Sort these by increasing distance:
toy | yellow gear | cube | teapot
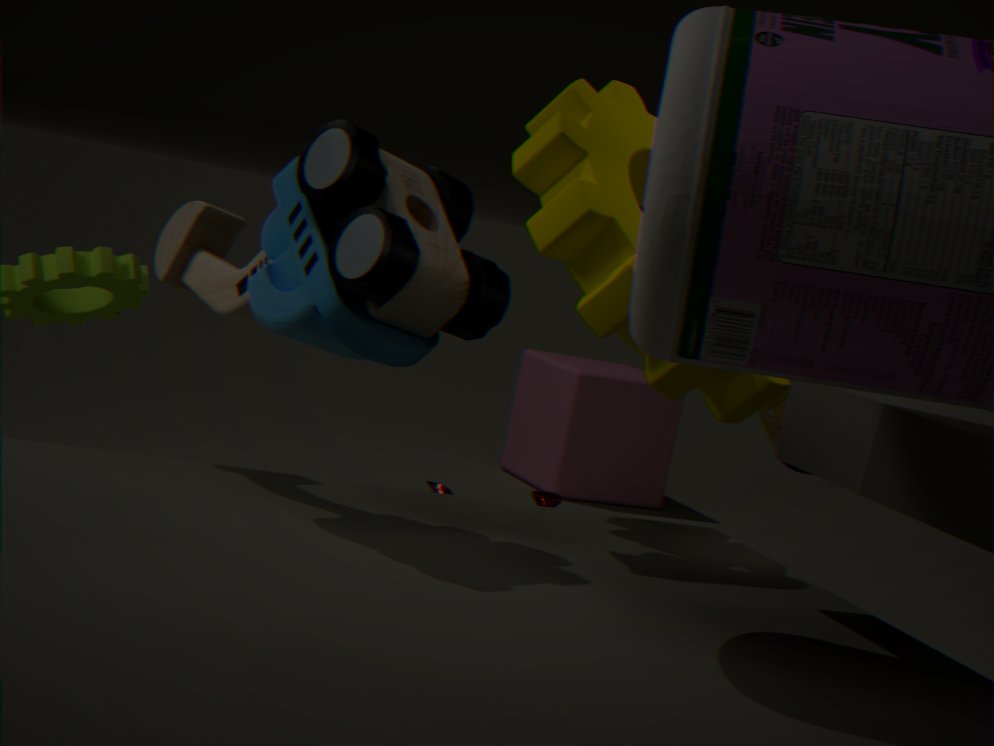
1. toy
2. yellow gear
3. teapot
4. cube
